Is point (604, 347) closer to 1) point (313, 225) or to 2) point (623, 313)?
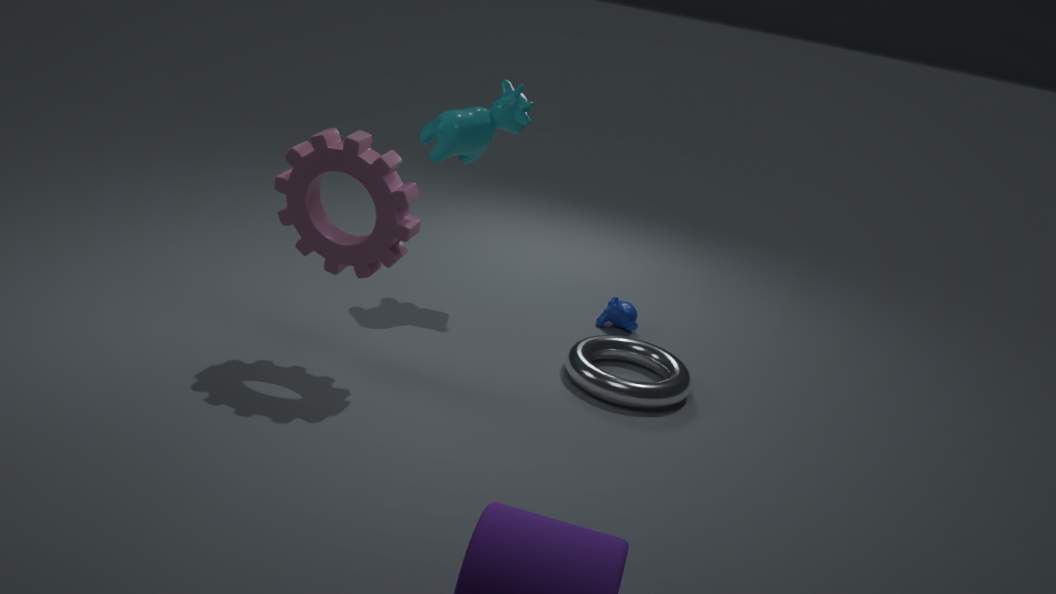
2) point (623, 313)
